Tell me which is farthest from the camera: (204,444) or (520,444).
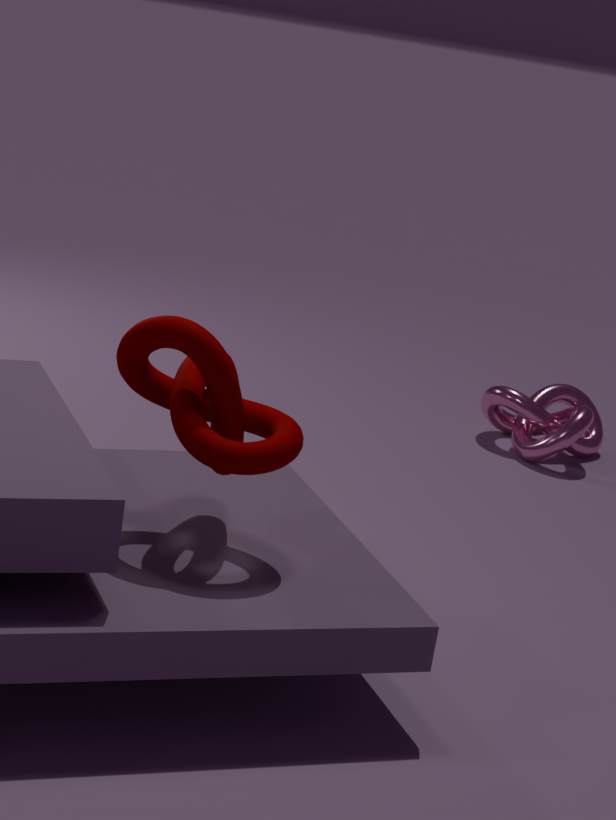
(520,444)
